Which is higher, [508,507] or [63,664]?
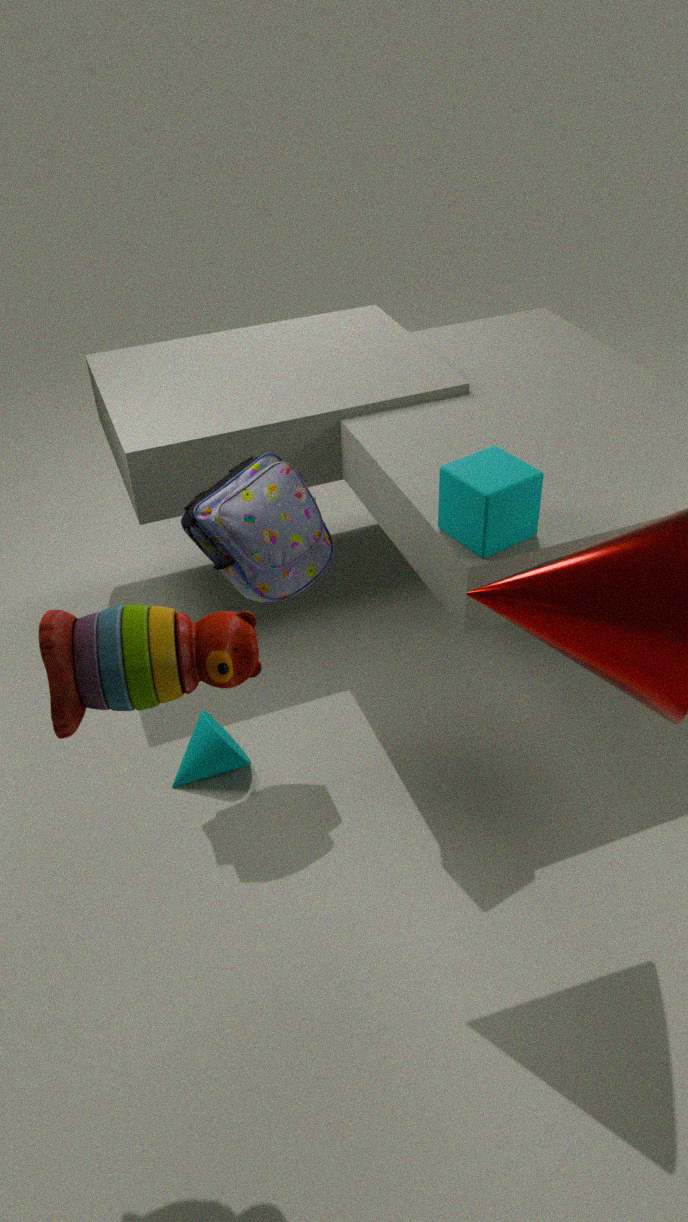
[63,664]
